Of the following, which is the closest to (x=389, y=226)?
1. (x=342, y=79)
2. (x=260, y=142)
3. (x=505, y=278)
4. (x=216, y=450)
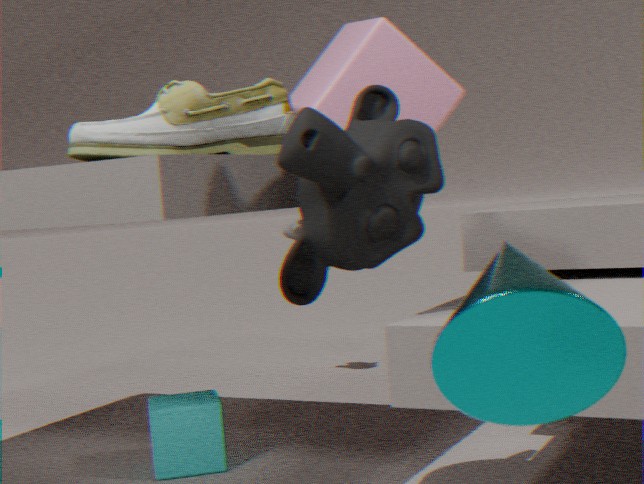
(x=260, y=142)
